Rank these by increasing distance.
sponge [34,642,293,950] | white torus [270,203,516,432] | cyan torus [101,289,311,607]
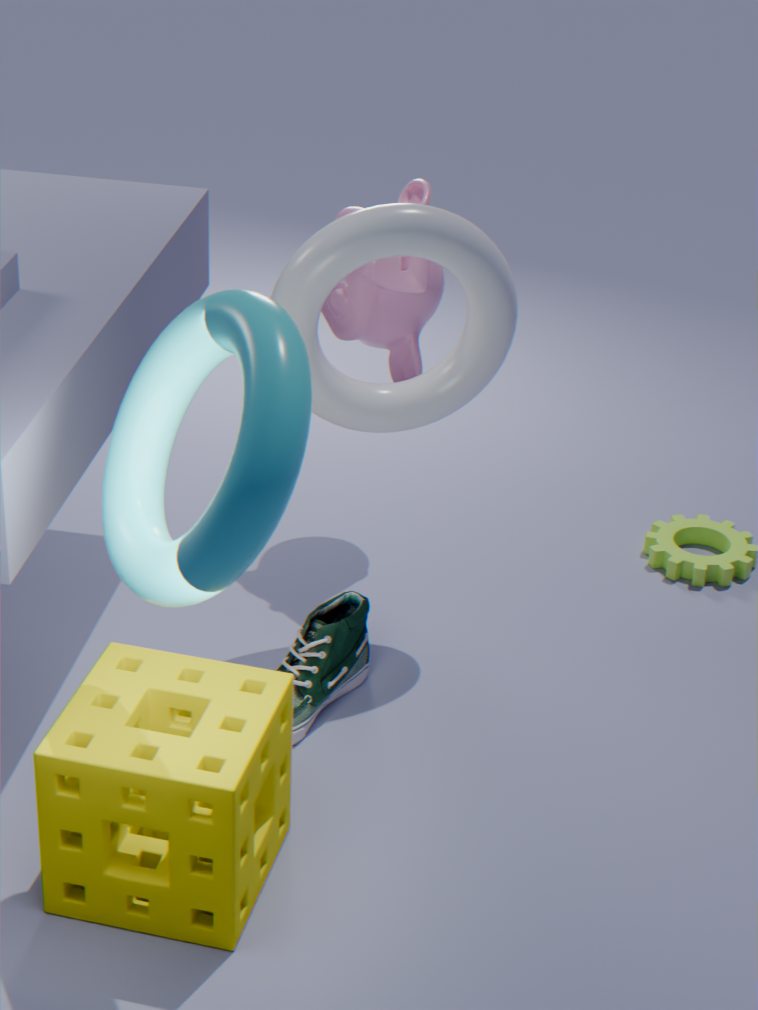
1. cyan torus [101,289,311,607]
2. sponge [34,642,293,950]
3. white torus [270,203,516,432]
